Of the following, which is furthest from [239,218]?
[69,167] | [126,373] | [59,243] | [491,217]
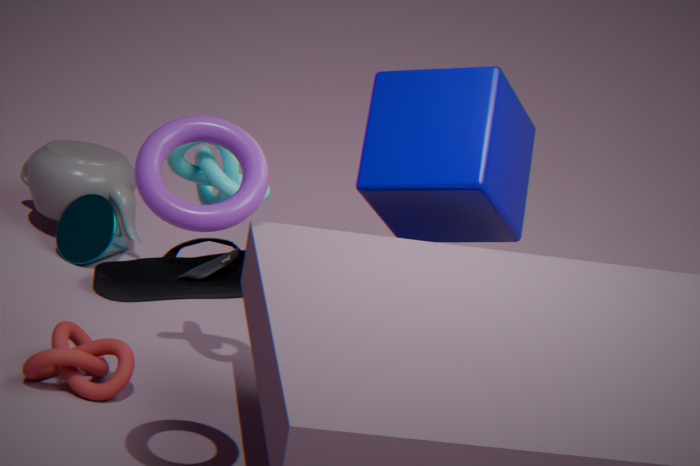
[69,167]
